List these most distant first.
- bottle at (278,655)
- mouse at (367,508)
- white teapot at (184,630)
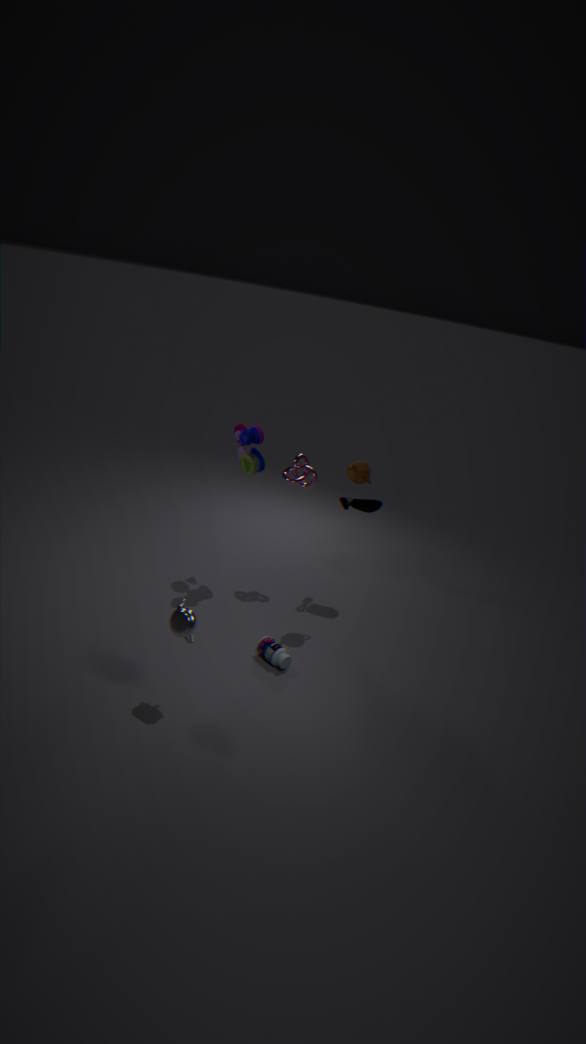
mouse at (367,508) < bottle at (278,655) < white teapot at (184,630)
